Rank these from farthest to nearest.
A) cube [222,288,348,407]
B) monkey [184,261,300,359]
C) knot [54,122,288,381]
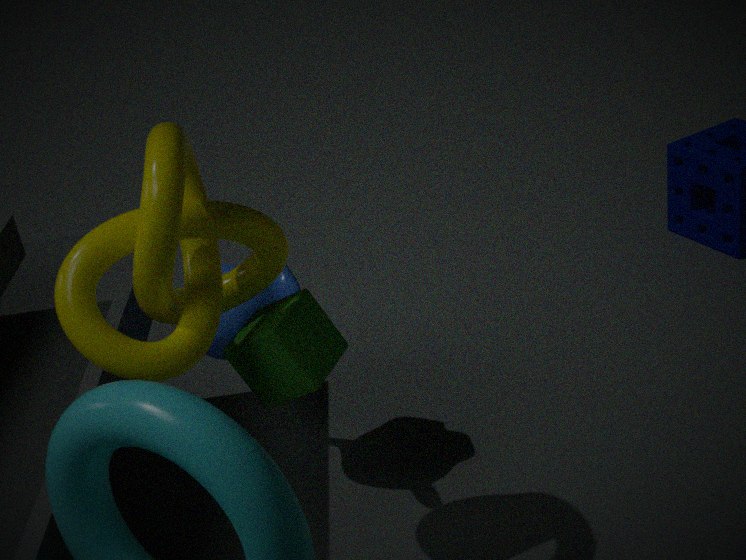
monkey [184,261,300,359] → cube [222,288,348,407] → knot [54,122,288,381]
